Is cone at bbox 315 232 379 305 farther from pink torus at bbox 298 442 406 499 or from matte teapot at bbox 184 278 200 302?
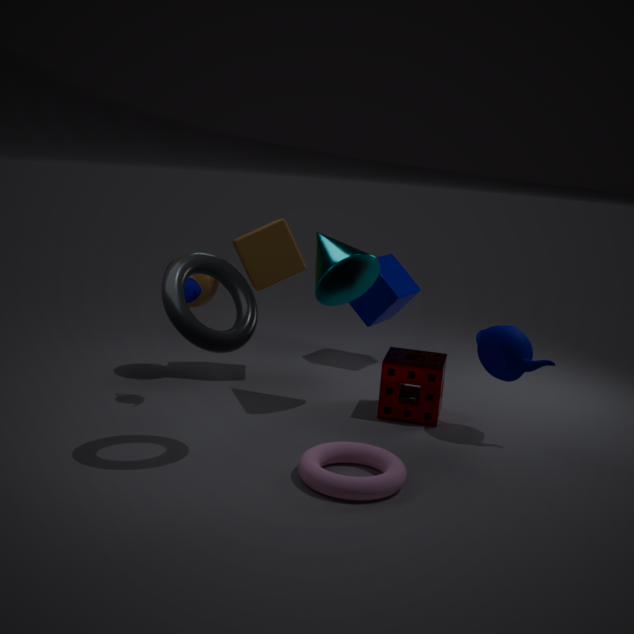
pink torus at bbox 298 442 406 499
